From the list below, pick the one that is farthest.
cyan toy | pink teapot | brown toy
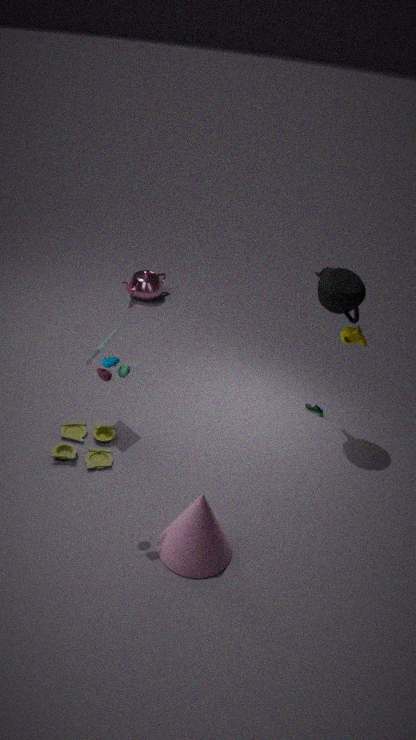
pink teapot
